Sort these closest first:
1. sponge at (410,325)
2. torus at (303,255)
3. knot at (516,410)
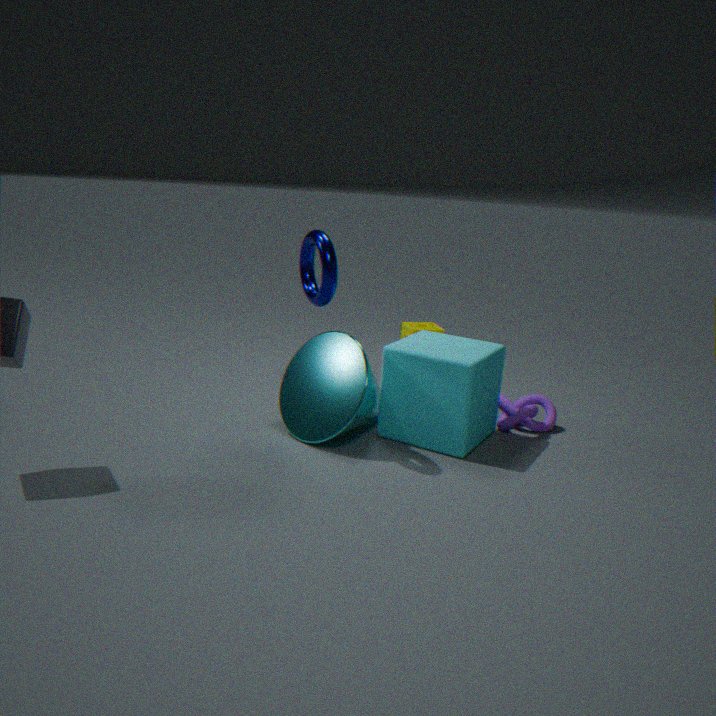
1. torus at (303,255)
2. knot at (516,410)
3. sponge at (410,325)
